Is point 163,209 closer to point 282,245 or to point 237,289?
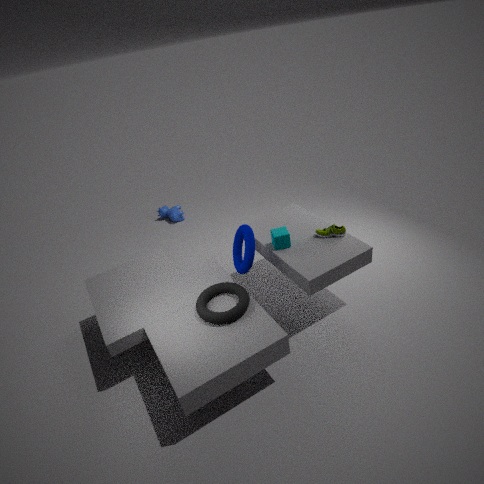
point 282,245
